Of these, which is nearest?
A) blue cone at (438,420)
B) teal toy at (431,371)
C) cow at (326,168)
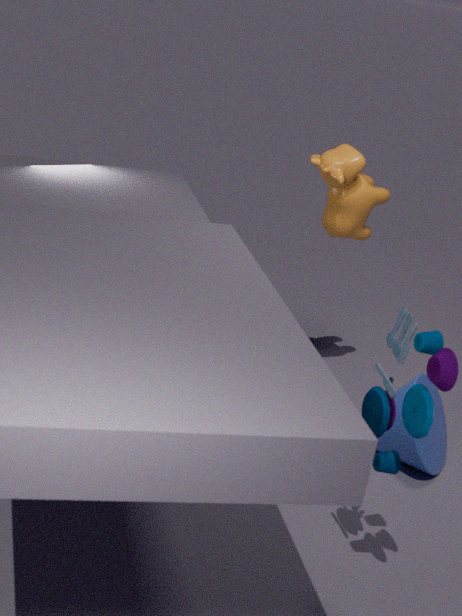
B. teal toy at (431,371)
